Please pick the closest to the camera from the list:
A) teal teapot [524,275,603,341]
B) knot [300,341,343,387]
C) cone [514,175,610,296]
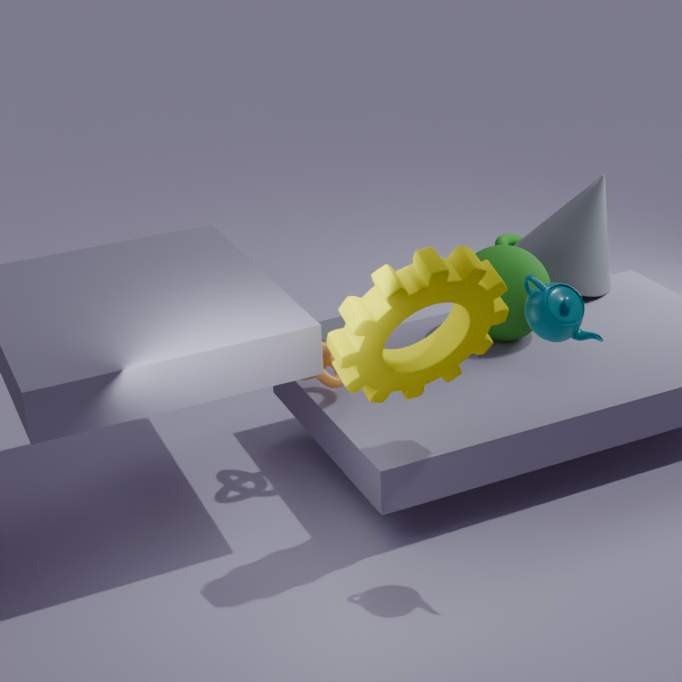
teal teapot [524,275,603,341]
